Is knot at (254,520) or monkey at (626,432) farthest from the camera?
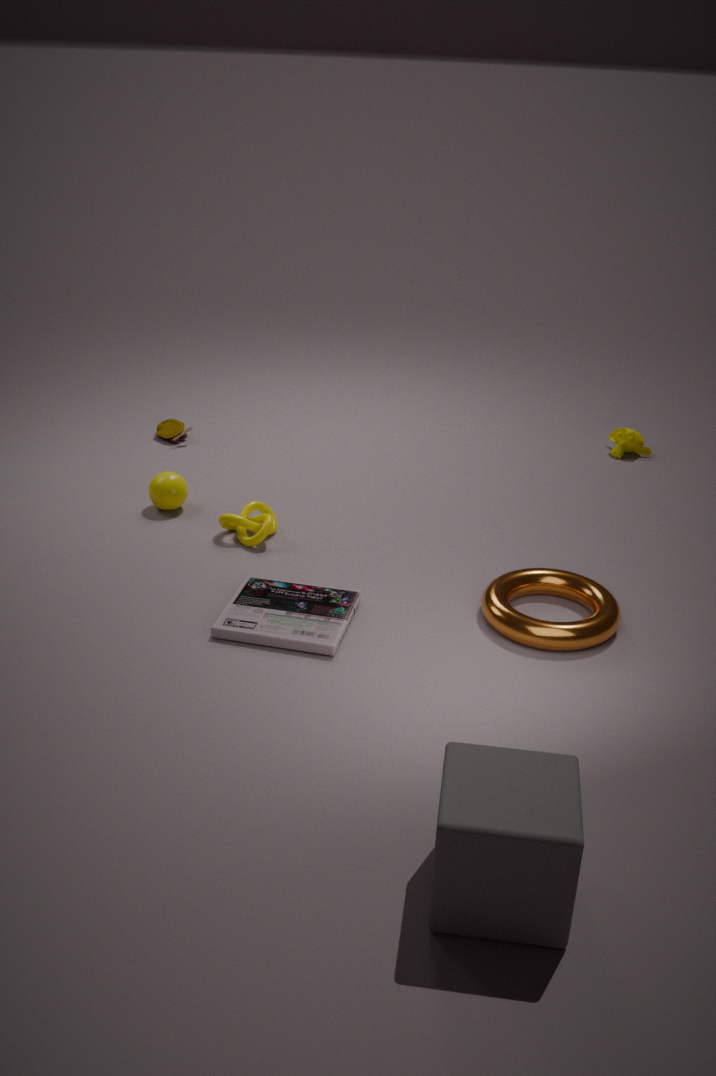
monkey at (626,432)
